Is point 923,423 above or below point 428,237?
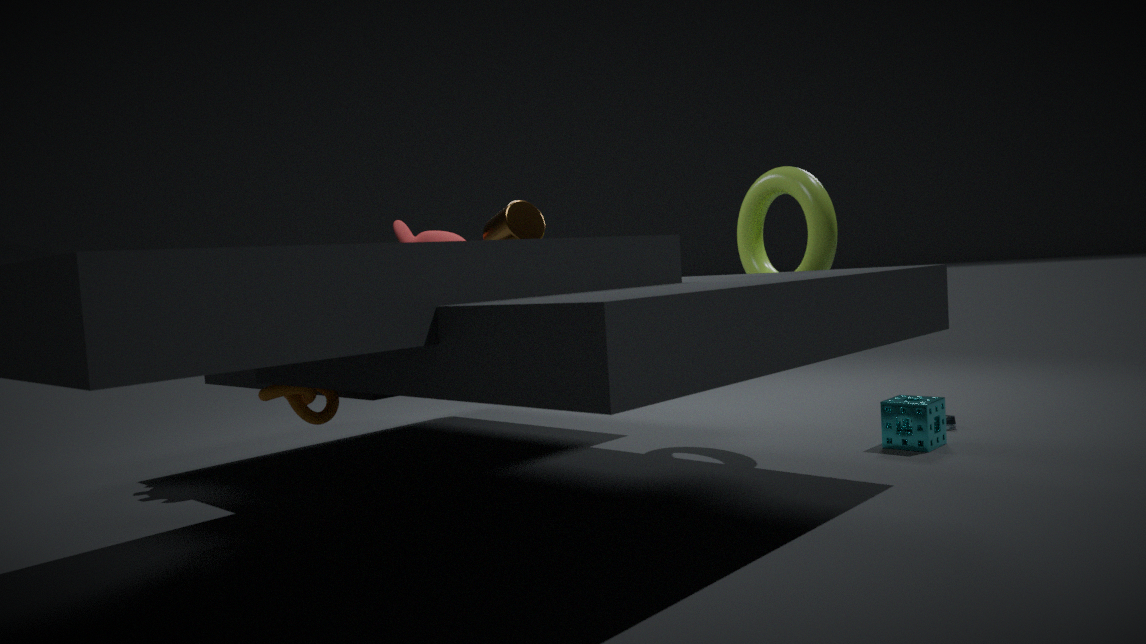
below
